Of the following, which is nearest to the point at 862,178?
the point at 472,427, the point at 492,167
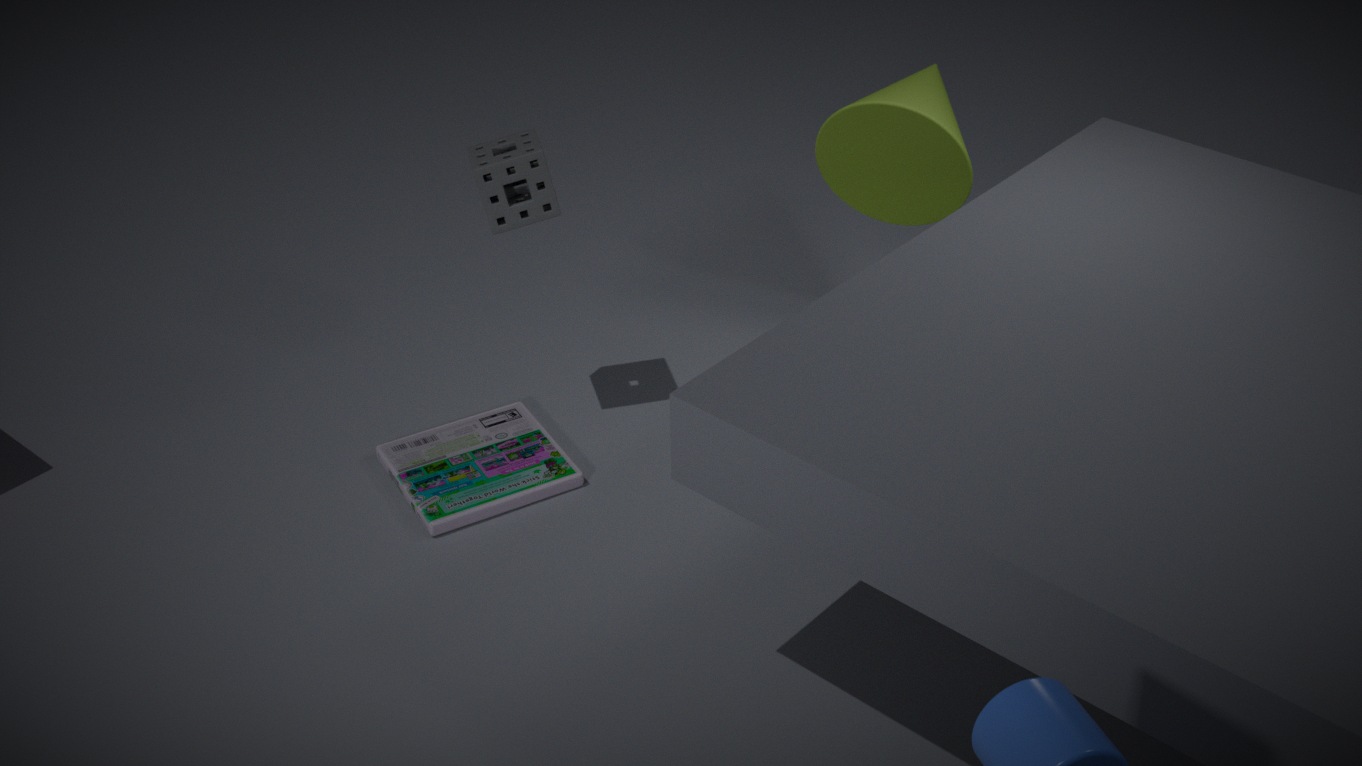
the point at 492,167
